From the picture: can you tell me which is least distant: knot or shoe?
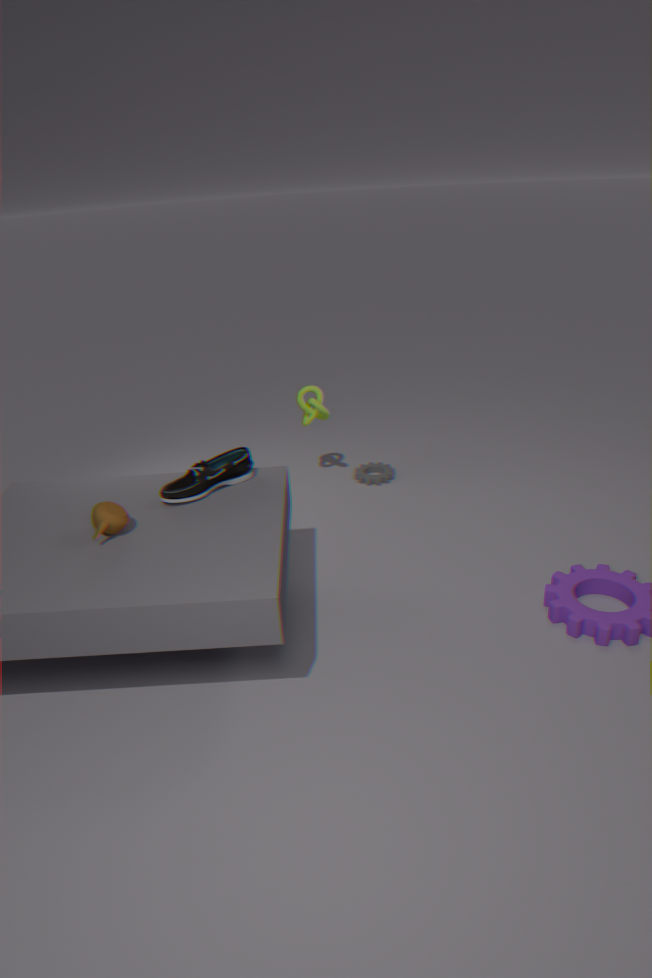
shoe
